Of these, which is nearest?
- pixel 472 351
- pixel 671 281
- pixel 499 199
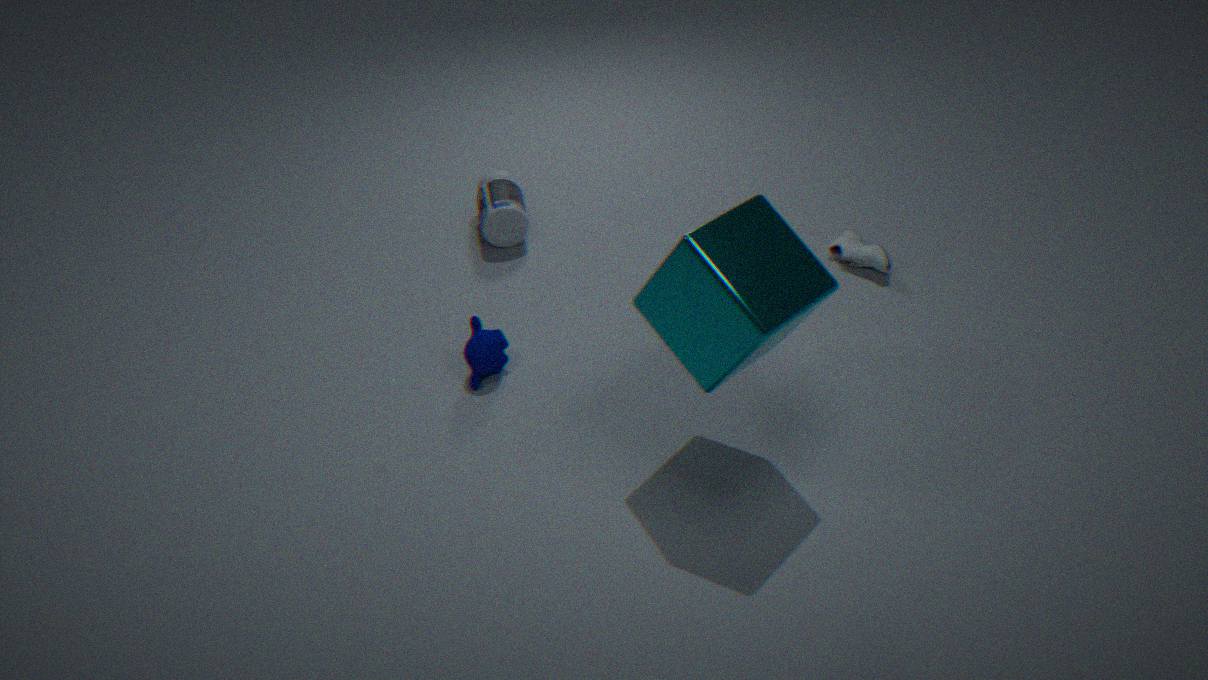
pixel 671 281
